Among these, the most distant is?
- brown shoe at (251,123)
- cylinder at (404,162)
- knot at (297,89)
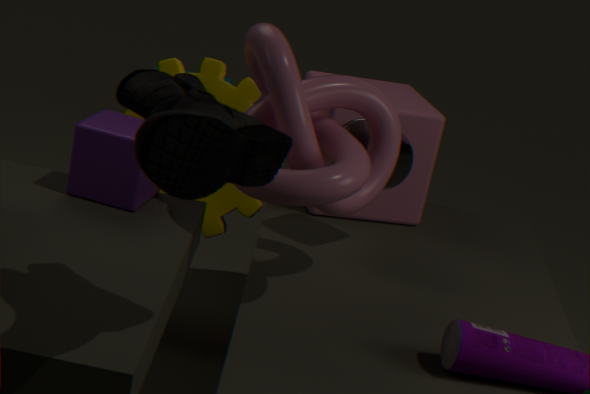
cylinder at (404,162)
